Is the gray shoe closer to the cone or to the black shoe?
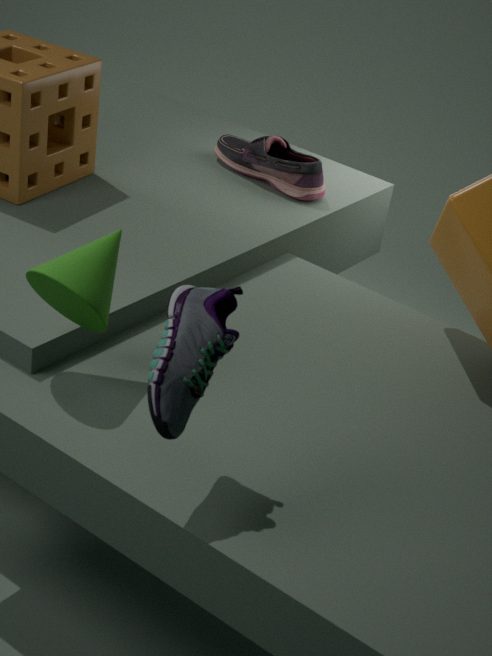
the cone
